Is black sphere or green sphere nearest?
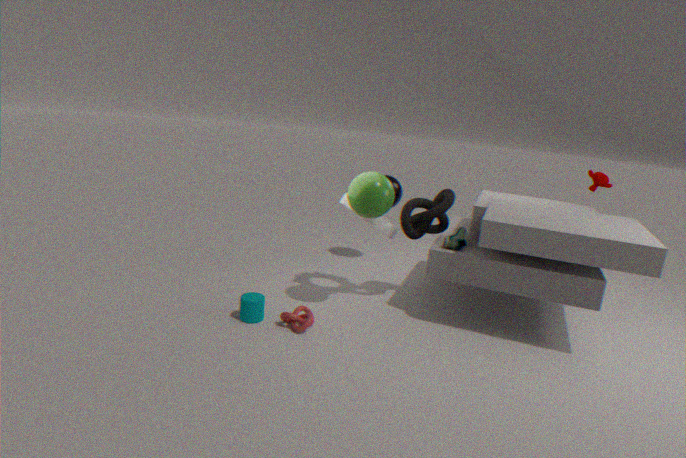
green sphere
